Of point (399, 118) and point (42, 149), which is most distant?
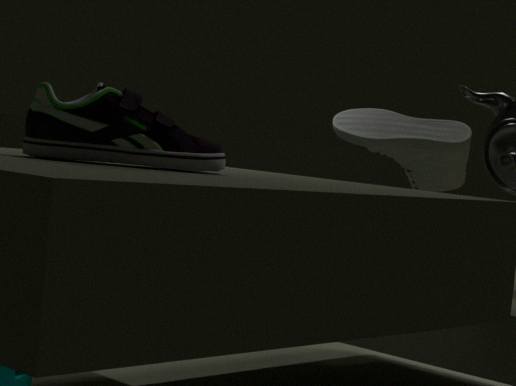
point (399, 118)
